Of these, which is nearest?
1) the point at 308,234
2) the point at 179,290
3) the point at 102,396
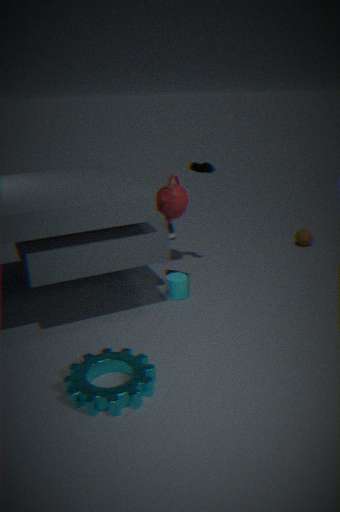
3. the point at 102,396
